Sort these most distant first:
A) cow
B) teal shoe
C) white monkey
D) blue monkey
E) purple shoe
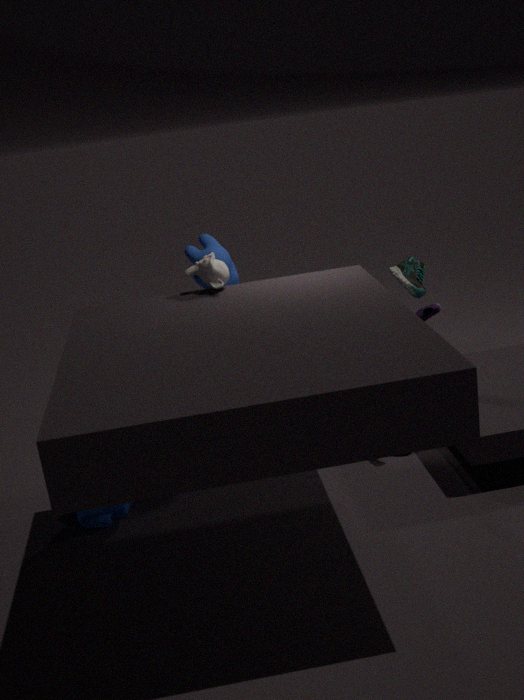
teal shoe < cow < purple shoe < blue monkey < white monkey
